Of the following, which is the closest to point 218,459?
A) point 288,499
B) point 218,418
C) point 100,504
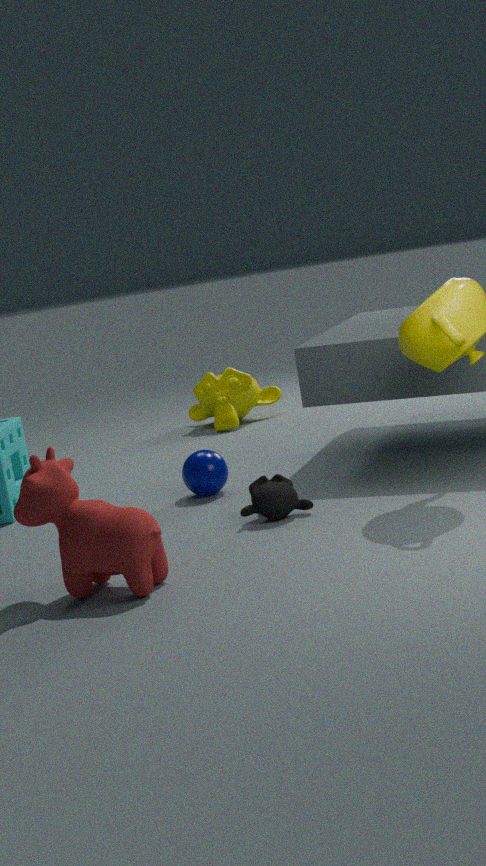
point 288,499
